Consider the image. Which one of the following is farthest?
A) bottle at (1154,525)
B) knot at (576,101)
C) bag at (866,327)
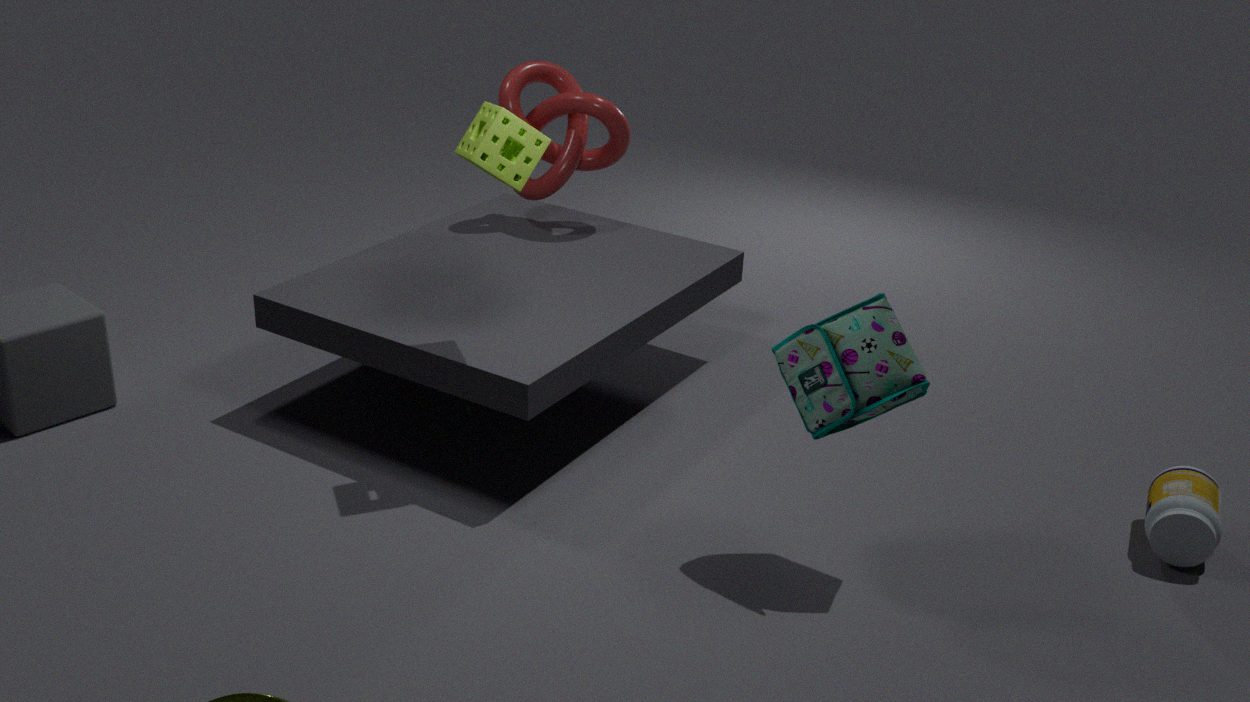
knot at (576,101)
